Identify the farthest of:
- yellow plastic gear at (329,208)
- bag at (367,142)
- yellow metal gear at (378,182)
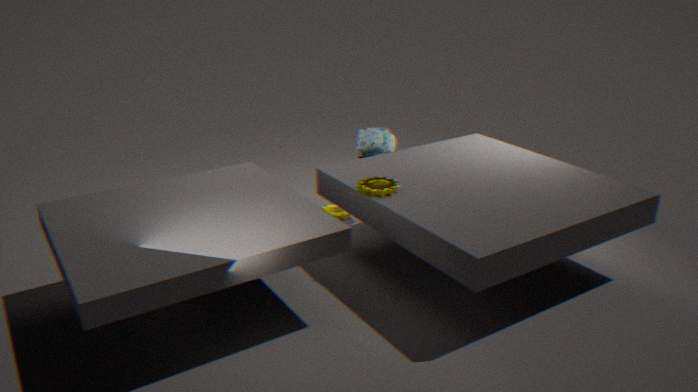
yellow plastic gear at (329,208)
